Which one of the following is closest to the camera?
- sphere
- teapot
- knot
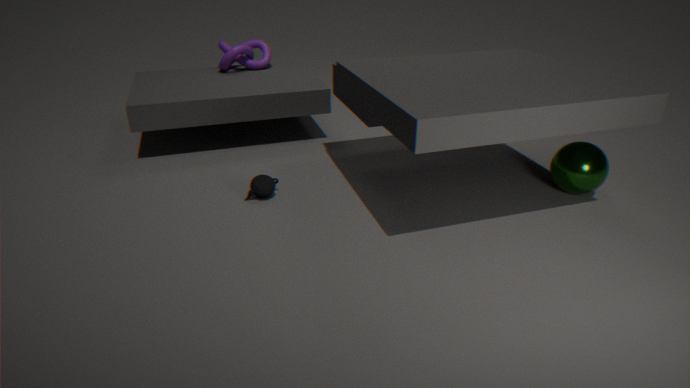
sphere
